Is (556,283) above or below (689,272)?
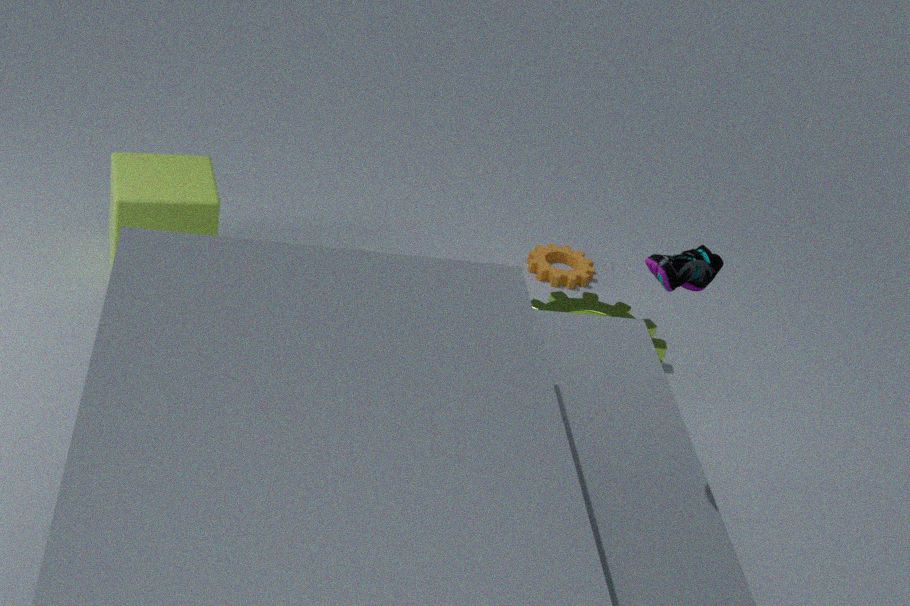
below
